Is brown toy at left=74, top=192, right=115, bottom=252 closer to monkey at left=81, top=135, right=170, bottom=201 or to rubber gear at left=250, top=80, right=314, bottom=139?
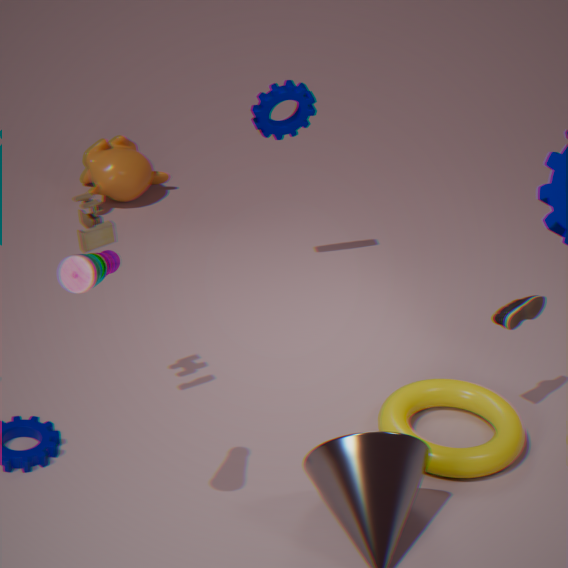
rubber gear at left=250, top=80, right=314, bottom=139
